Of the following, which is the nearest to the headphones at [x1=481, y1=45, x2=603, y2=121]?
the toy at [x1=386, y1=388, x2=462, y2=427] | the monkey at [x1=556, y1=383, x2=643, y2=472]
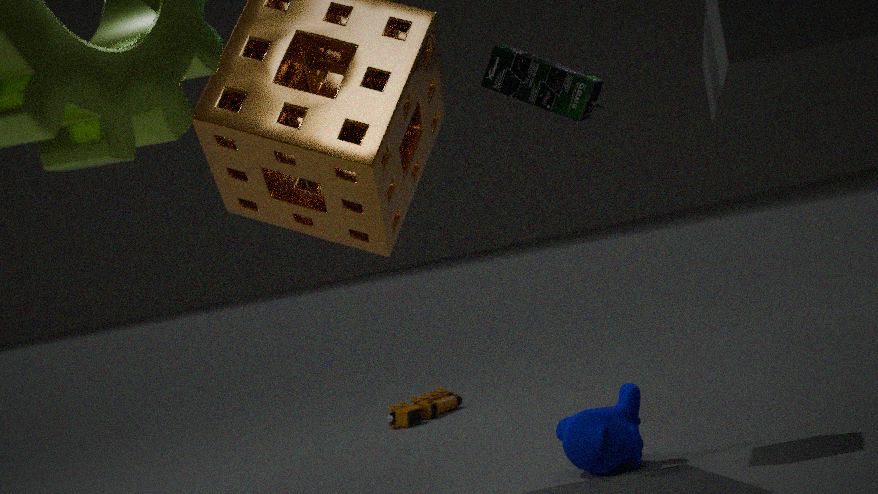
the monkey at [x1=556, y1=383, x2=643, y2=472]
